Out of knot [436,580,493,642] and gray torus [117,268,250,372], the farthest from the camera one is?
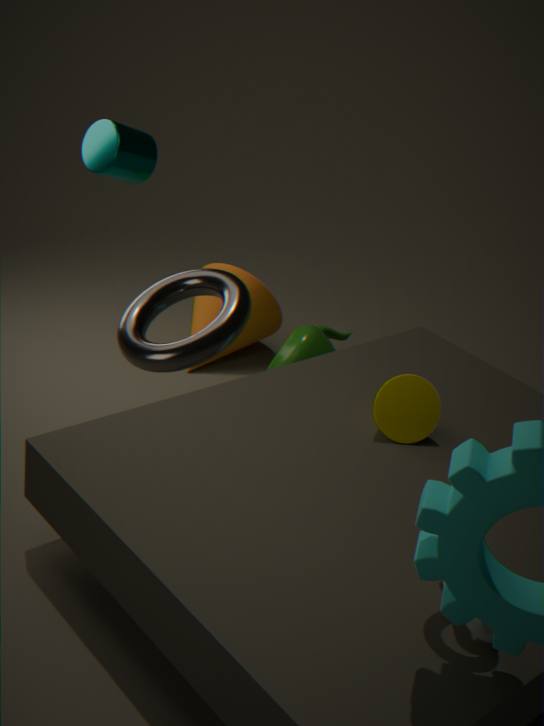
knot [436,580,493,642]
